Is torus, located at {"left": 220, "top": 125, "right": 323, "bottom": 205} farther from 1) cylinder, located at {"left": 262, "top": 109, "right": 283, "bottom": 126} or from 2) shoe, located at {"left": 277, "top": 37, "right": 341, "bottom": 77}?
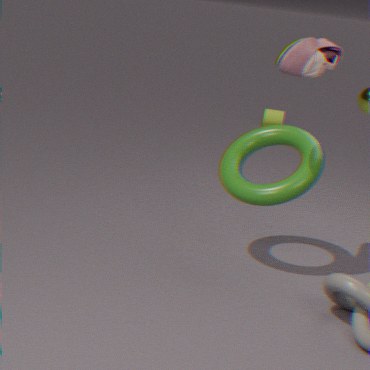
1) cylinder, located at {"left": 262, "top": 109, "right": 283, "bottom": 126}
